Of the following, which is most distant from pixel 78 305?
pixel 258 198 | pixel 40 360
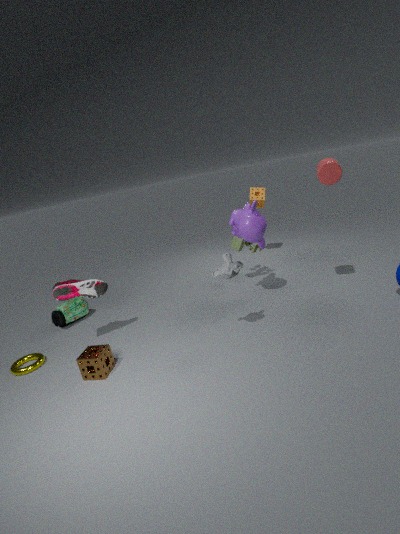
pixel 258 198
